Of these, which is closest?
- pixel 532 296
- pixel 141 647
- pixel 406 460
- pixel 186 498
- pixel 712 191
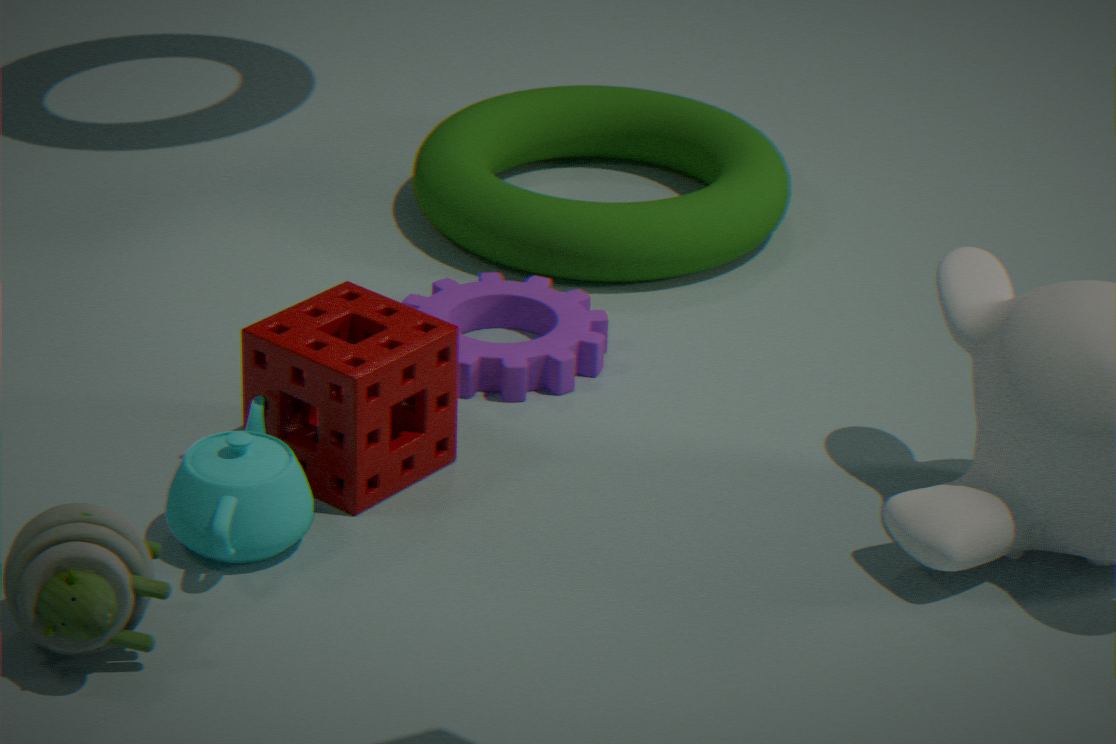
pixel 141 647
